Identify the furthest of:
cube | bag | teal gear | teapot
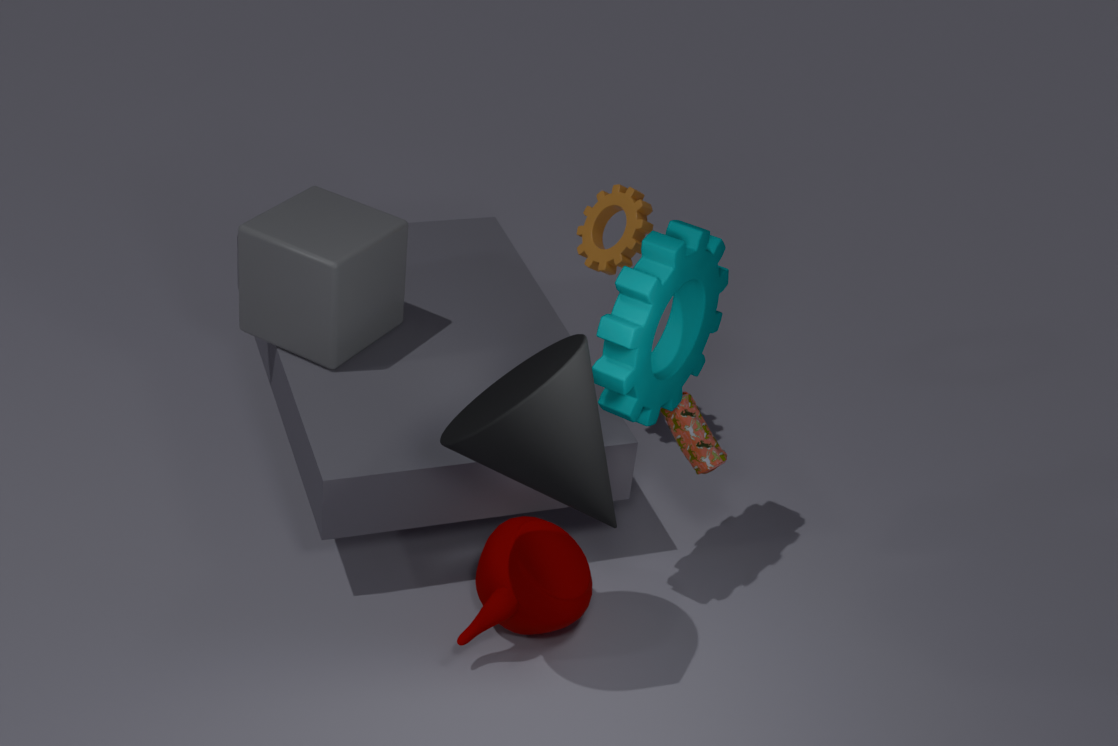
cube
